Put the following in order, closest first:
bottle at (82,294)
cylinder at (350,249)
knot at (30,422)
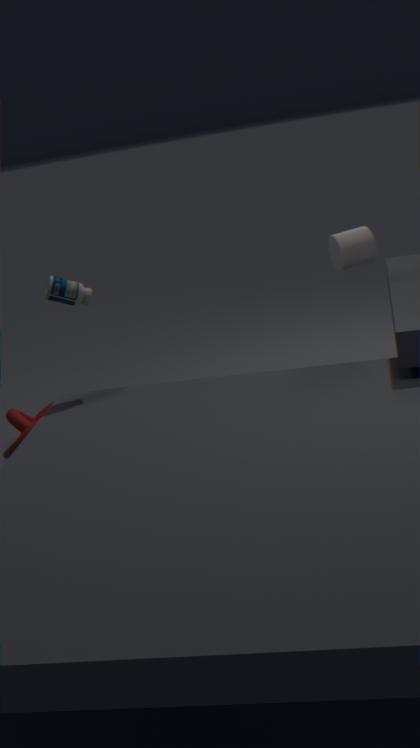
1. bottle at (82,294)
2. cylinder at (350,249)
3. knot at (30,422)
